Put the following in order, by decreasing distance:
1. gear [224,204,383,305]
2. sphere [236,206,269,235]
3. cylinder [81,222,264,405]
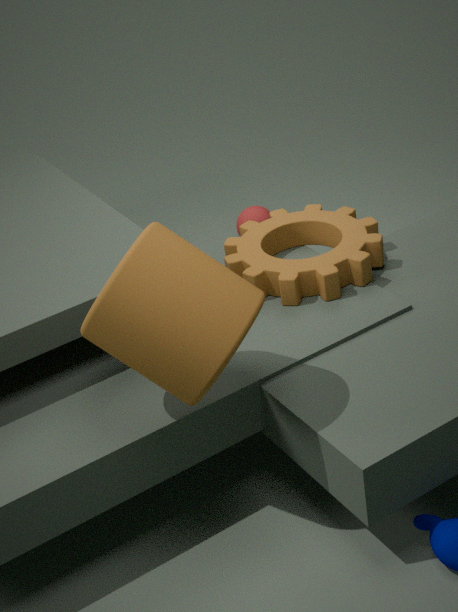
sphere [236,206,269,235] < gear [224,204,383,305] < cylinder [81,222,264,405]
